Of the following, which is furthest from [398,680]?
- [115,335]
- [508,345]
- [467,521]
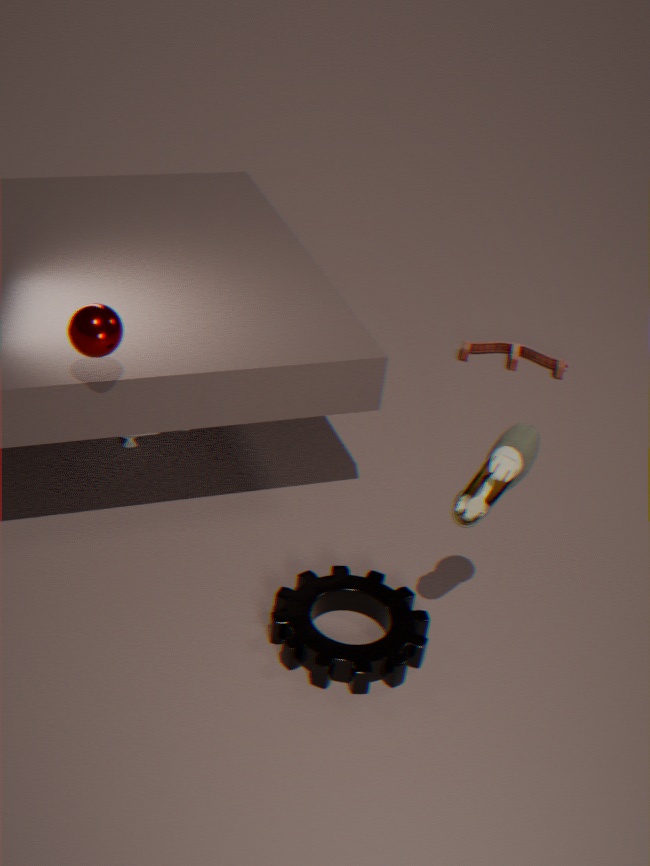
[508,345]
